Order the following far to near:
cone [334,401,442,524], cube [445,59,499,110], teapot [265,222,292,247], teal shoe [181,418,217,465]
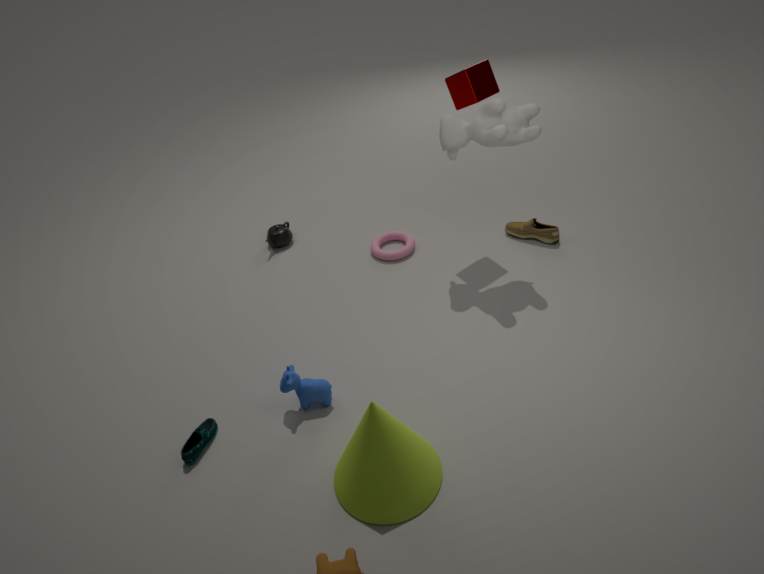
teapot [265,222,292,247], cube [445,59,499,110], teal shoe [181,418,217,465], cone [334,401,442,524]
